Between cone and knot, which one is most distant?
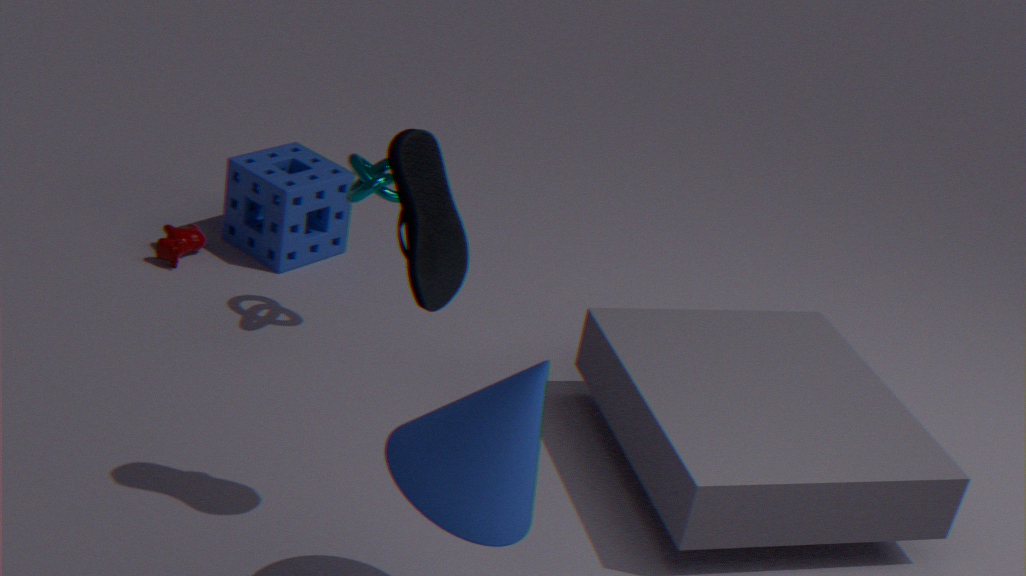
knot
